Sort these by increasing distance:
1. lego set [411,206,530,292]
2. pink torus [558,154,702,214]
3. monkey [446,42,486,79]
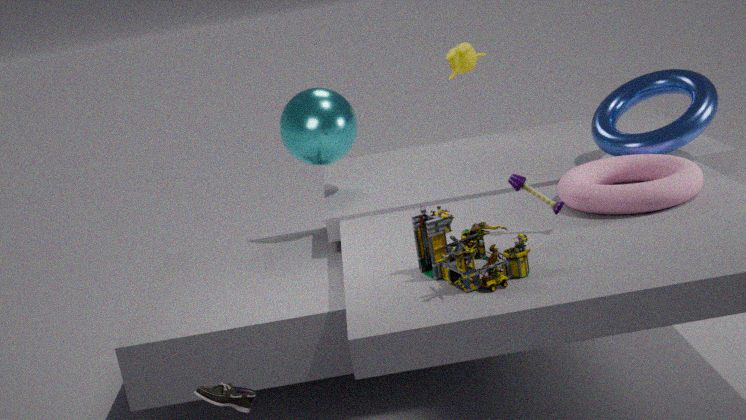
lego set [411,206,530,292]
pink torus [558,154,702,214]
monkey [446,42,486,79]
